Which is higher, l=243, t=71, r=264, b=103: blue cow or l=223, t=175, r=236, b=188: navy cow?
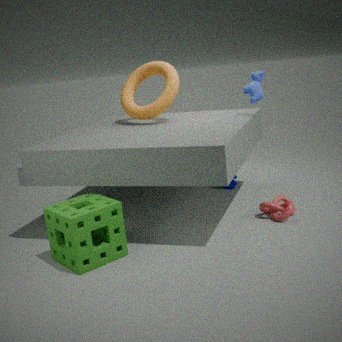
l=243, t=71, r=264, b=103: blue cow
